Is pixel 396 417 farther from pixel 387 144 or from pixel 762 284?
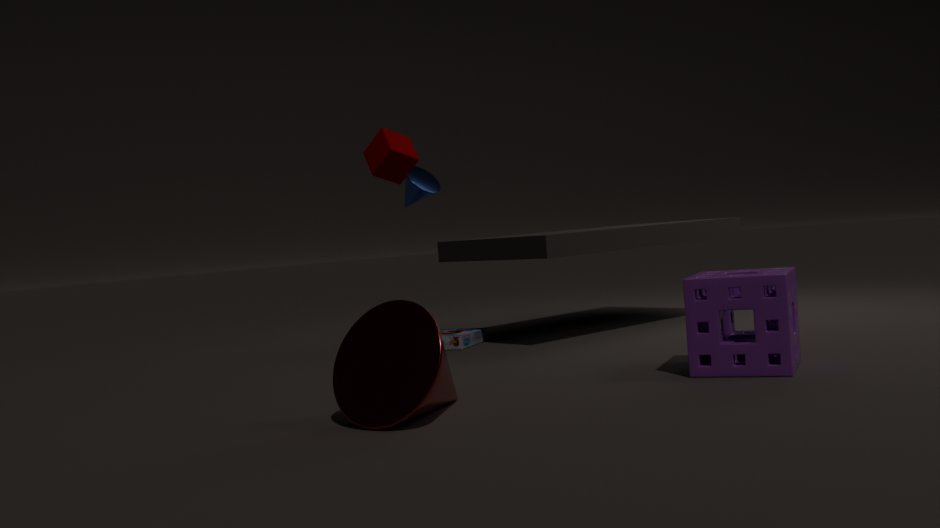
pixel 387 144
